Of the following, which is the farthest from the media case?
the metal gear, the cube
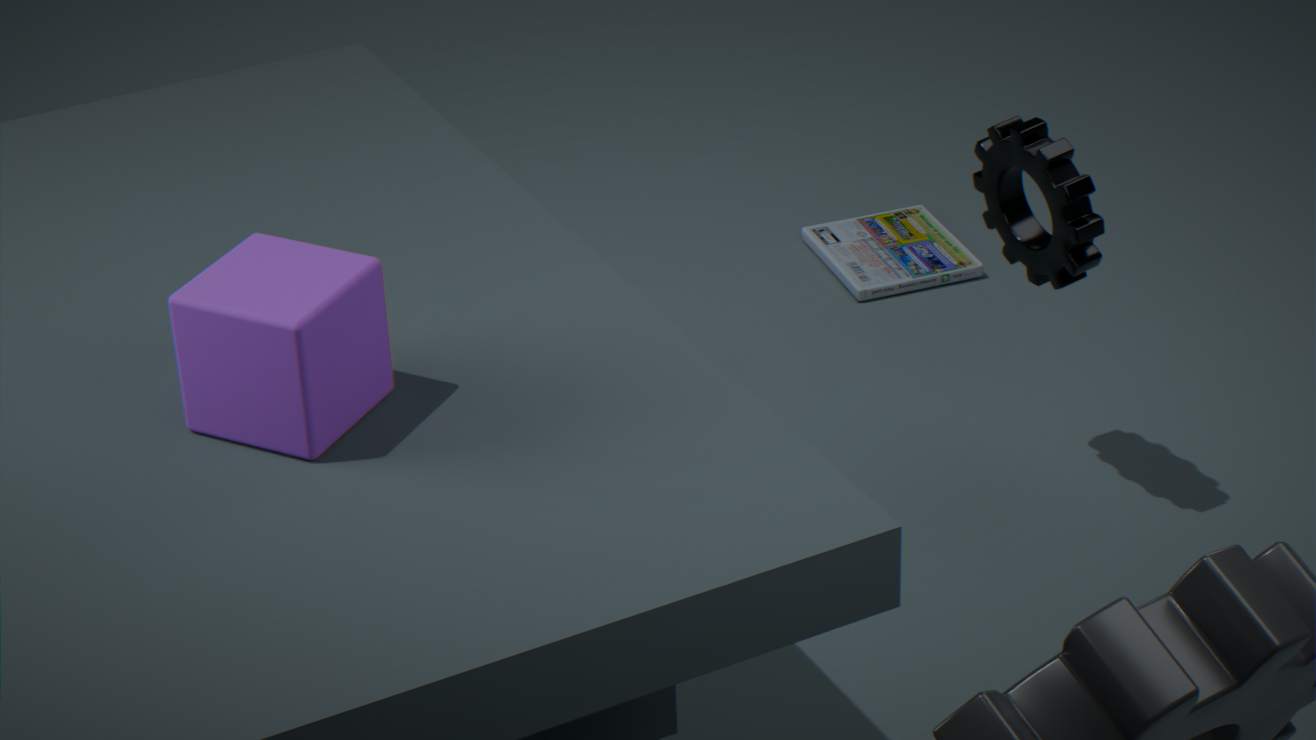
the cube
